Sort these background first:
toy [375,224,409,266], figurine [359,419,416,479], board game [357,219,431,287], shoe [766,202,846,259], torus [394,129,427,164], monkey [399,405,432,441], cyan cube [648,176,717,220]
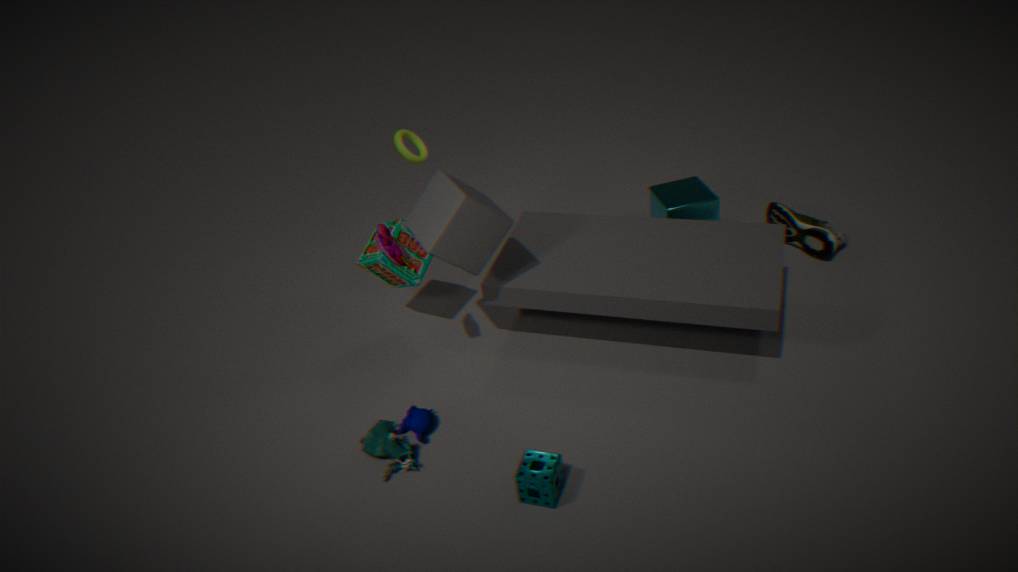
cyan cube [648,176,717,220] → torus [394,129,427,164] → shoe [766,202,846,259] → board game [357,219,431,287] → monkey [399,405,432,441] → figurine [359,419,416,479] → toy [375,224,409,266]
